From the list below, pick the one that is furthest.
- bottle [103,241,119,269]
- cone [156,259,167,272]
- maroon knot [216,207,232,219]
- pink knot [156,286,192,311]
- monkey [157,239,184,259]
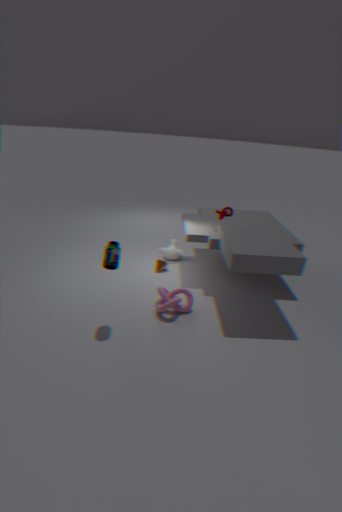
monkey [157,239,184,259]
